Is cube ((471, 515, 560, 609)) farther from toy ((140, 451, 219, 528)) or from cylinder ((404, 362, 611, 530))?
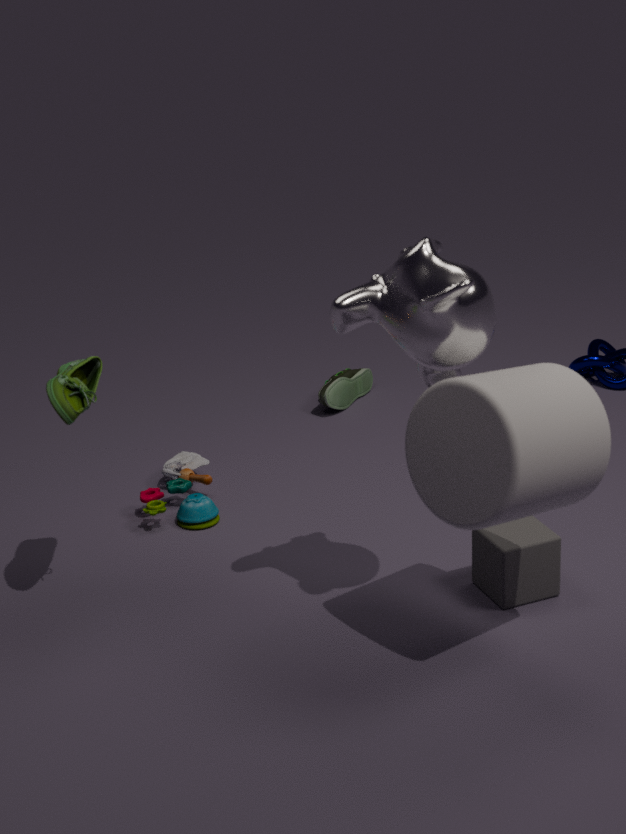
toy ((140, 451, 219, 528))
